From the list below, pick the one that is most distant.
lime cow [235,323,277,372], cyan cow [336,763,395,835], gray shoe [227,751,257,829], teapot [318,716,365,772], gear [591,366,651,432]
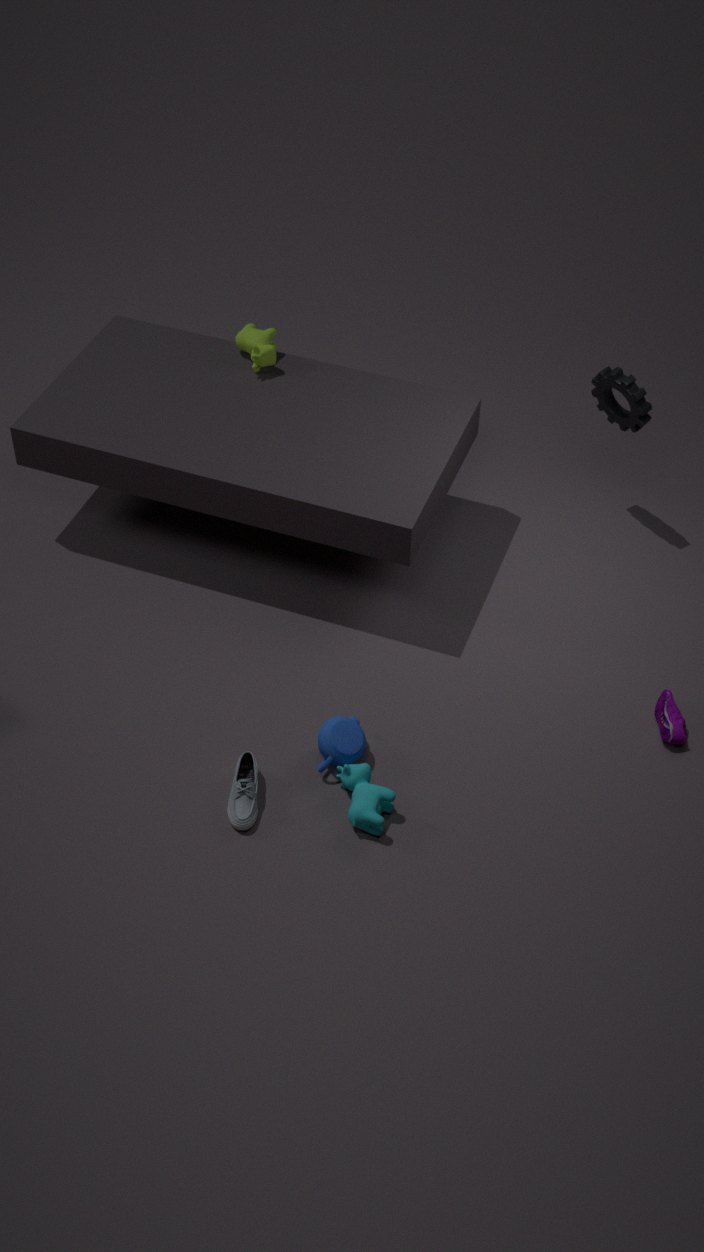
lime cow [235,323,277,372]
